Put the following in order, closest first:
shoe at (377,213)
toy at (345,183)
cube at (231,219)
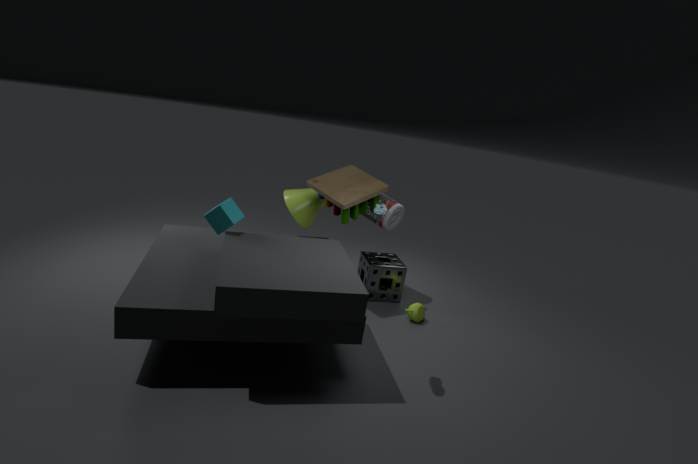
shoe at (377,213), cube at (231,219), toy at (345,183)
